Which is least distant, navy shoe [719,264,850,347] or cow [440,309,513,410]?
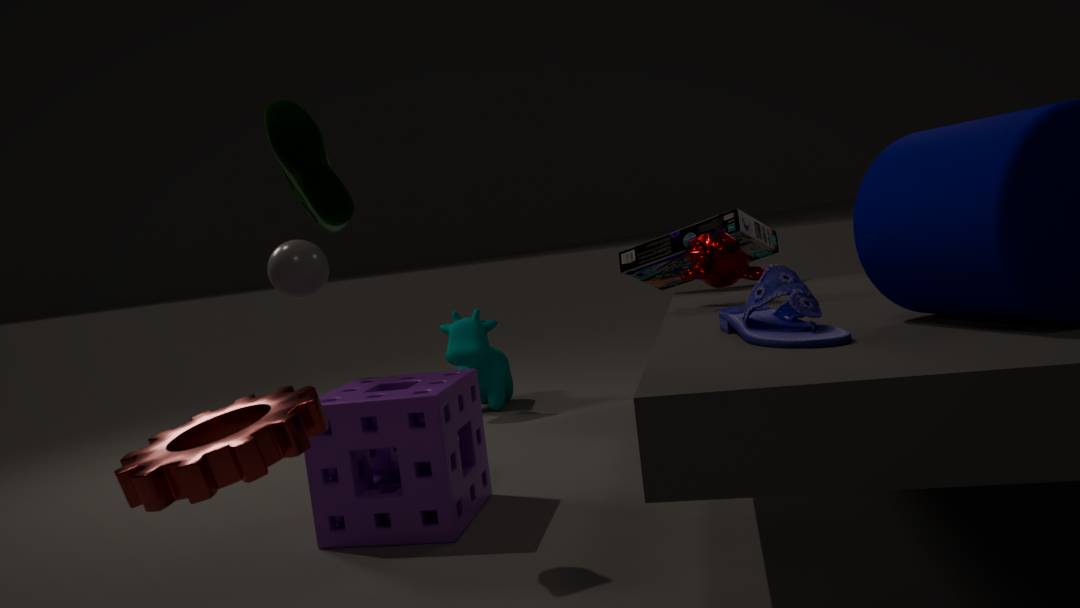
navy shoe [719,264,850,347]
